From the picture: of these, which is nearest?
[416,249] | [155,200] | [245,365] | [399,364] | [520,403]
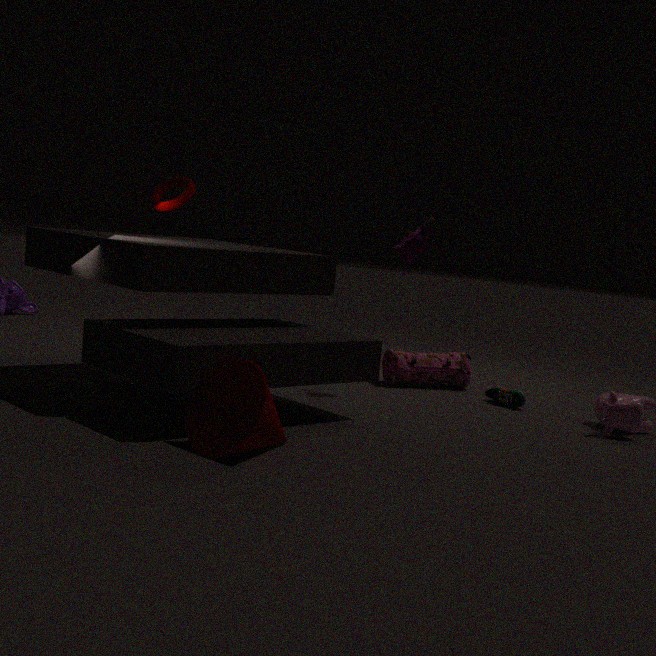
[245,365]
